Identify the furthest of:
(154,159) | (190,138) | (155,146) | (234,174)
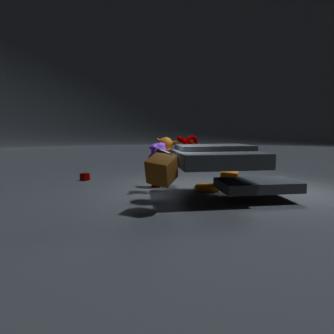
(190,138)
